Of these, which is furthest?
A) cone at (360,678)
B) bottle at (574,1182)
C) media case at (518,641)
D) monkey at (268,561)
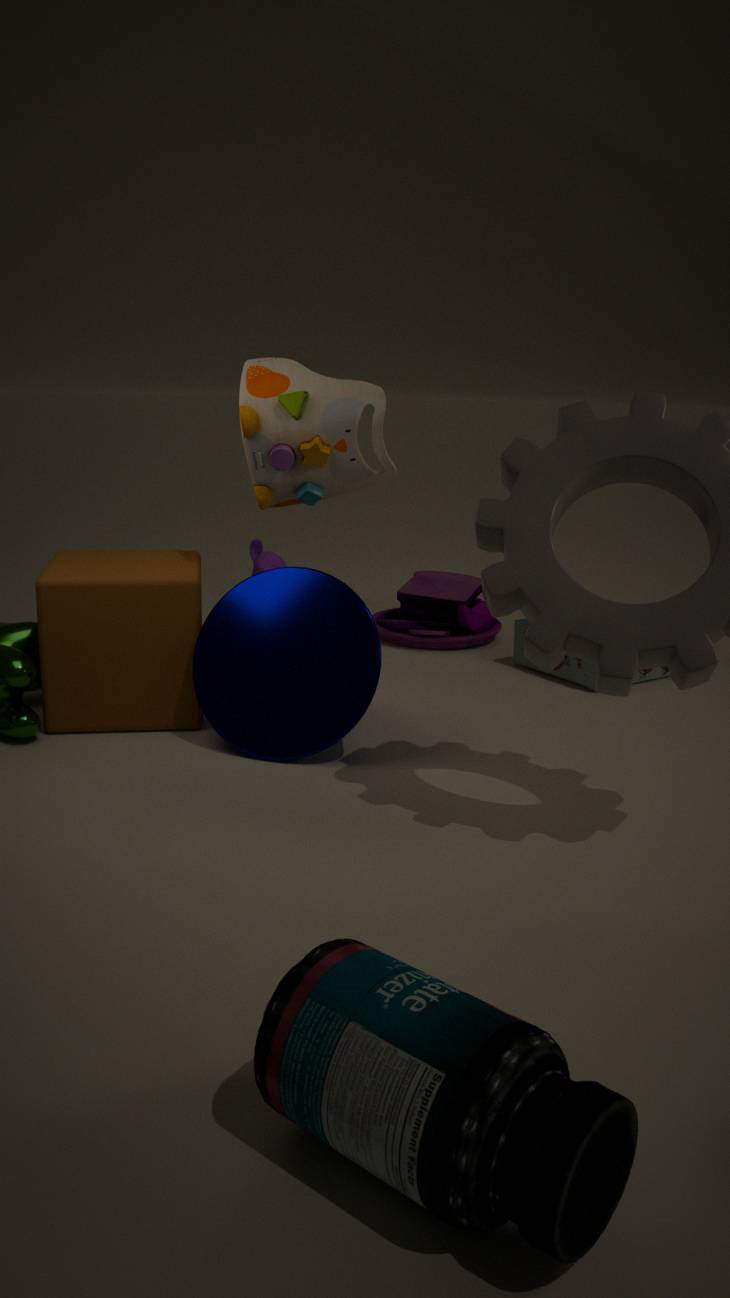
monkey at (268,561)
